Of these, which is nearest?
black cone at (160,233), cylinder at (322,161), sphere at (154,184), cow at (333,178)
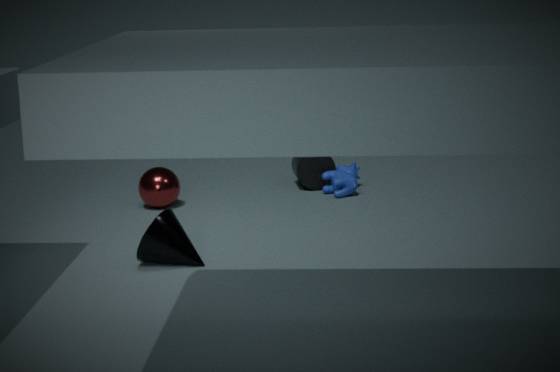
black cone at (160,233)
